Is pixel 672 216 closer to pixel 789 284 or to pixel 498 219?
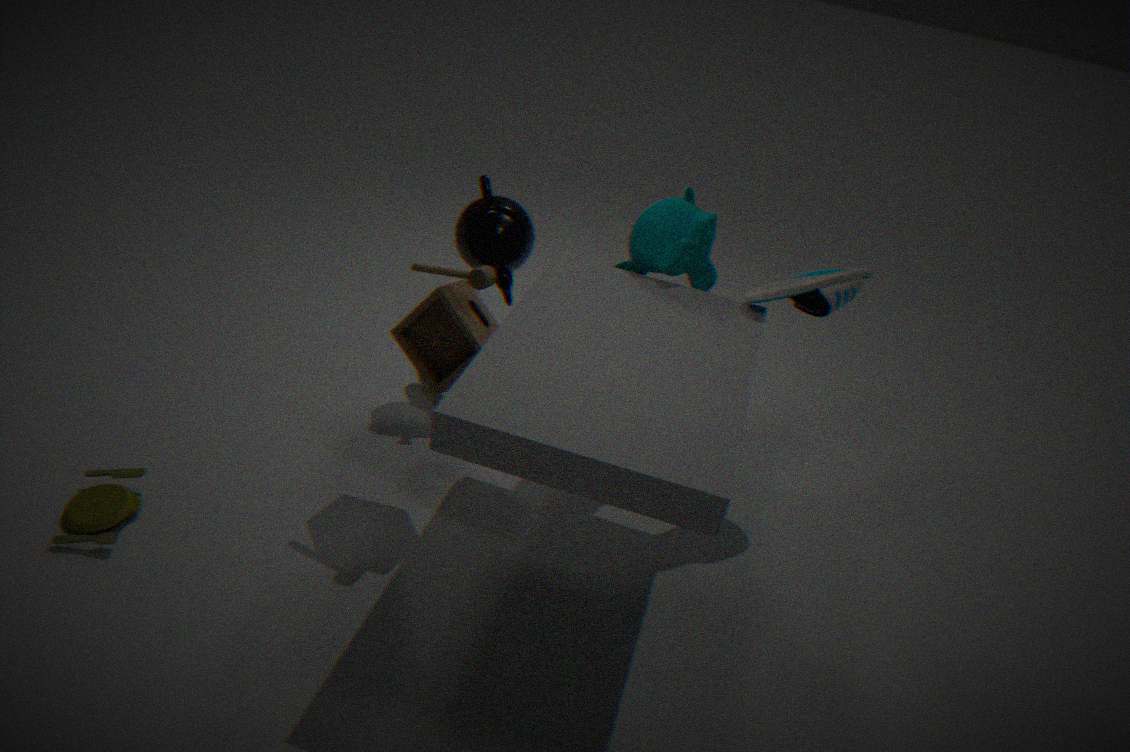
pixel 789 284
